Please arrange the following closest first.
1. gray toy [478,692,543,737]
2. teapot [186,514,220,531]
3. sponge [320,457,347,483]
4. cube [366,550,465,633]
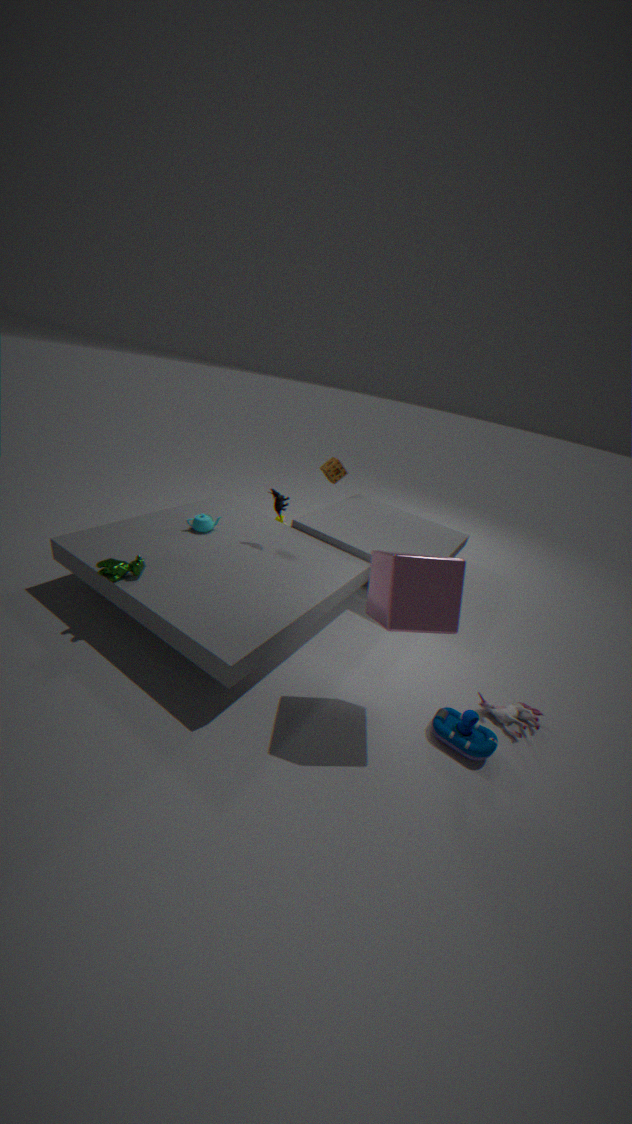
1. cube [366,550,465,633]
2. gray toy [478,692,543,737]
3. teapot [186,514,220,531]
4. sponge [320,457,347,483]
